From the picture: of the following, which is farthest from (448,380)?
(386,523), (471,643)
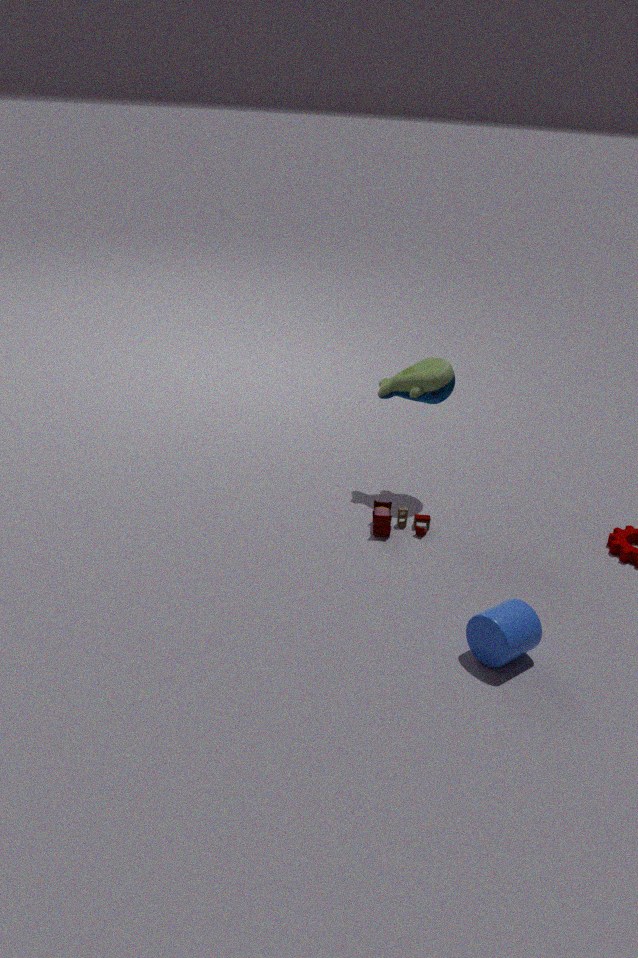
(471,643)
